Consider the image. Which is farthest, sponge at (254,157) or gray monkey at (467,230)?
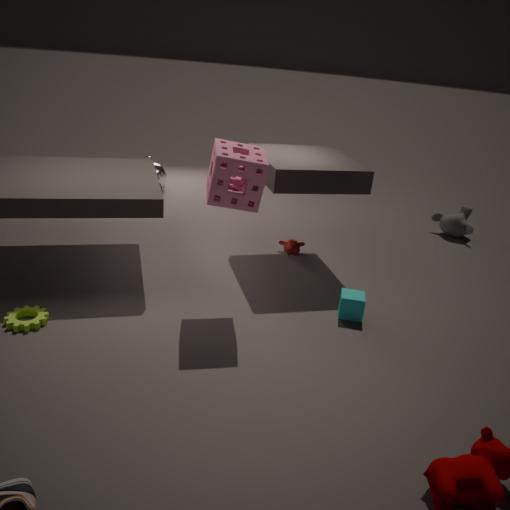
gray monkey at (467,230)
